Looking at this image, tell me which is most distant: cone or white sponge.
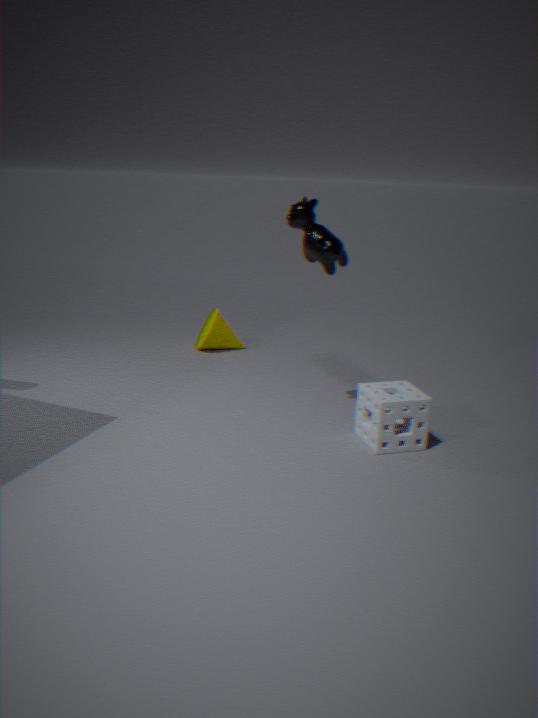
cone
